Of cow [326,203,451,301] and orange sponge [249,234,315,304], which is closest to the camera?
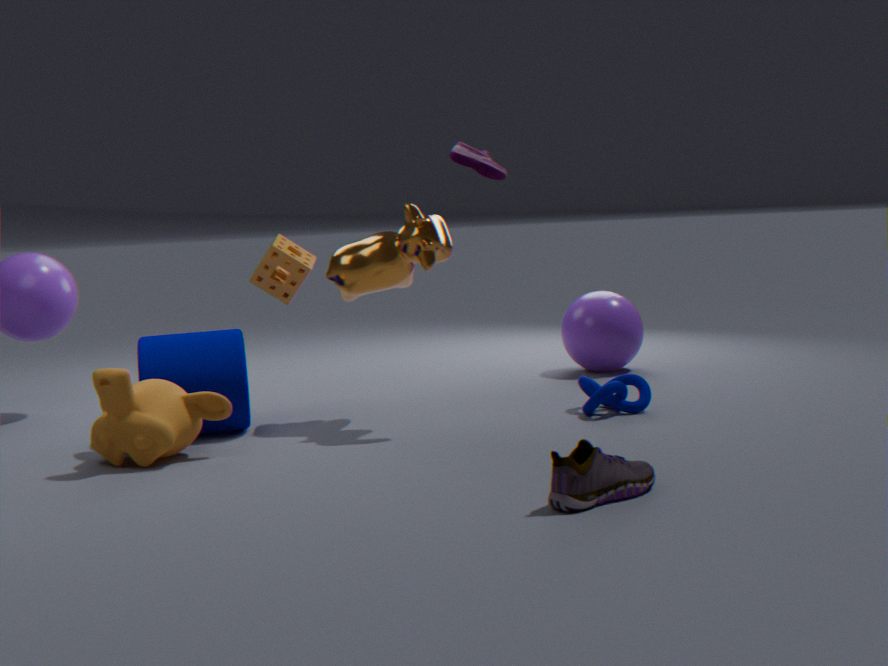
cow [326,203,451,301]
